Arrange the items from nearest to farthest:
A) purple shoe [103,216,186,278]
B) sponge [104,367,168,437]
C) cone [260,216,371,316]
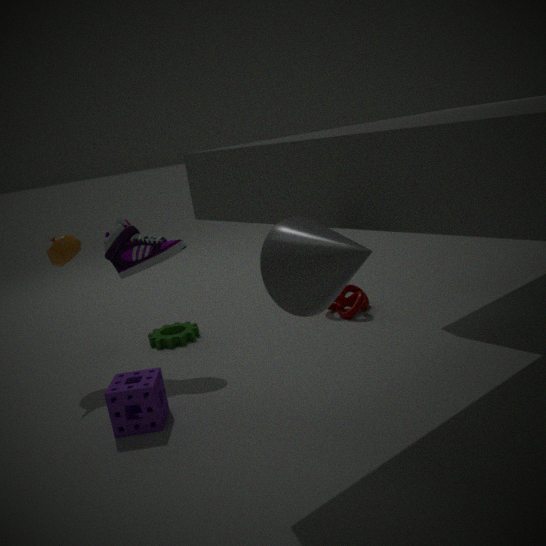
Result: cone [260,216,371,316]
sponge [104,367,168,437]
purple shoe [103,216,186,278]
